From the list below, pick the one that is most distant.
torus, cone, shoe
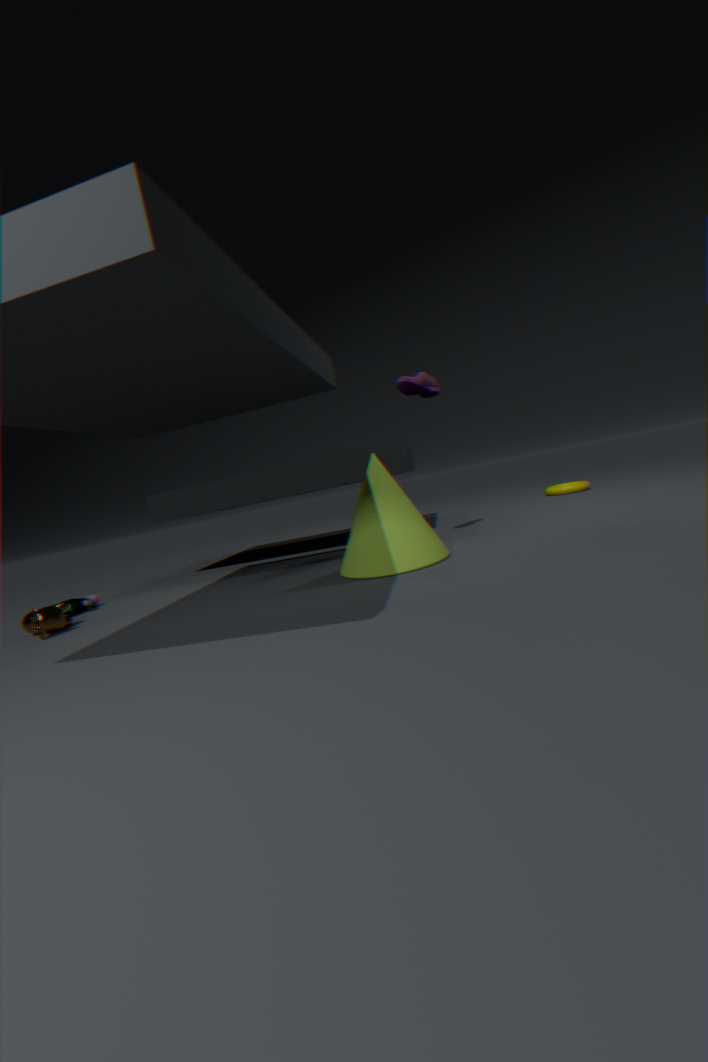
torus
